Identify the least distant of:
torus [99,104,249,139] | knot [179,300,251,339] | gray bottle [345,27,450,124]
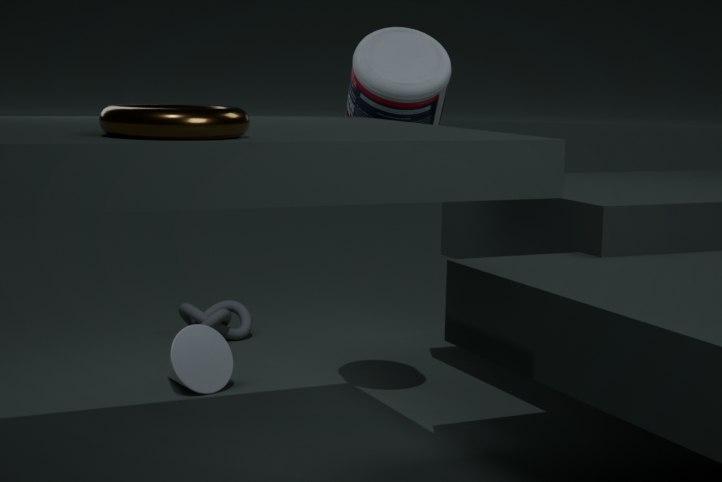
torus [99,104,249,139]
